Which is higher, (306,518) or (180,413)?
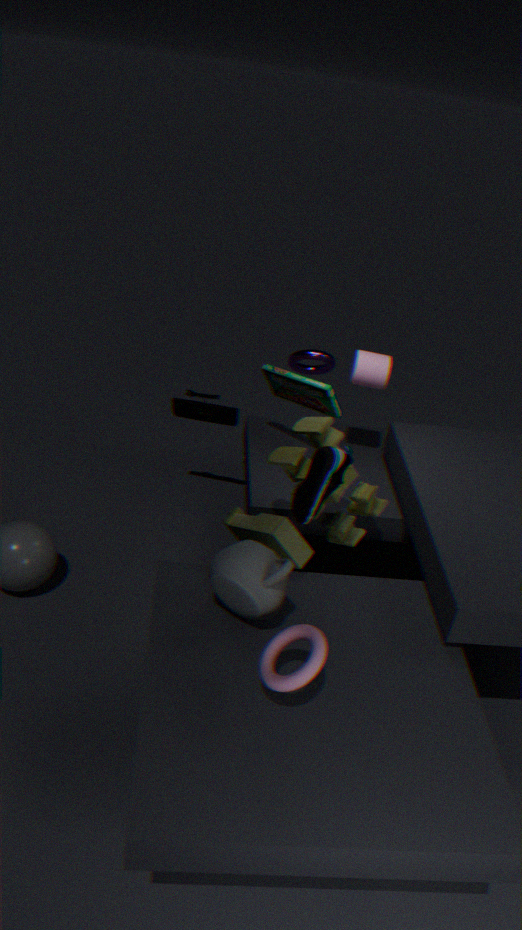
(306,518)
